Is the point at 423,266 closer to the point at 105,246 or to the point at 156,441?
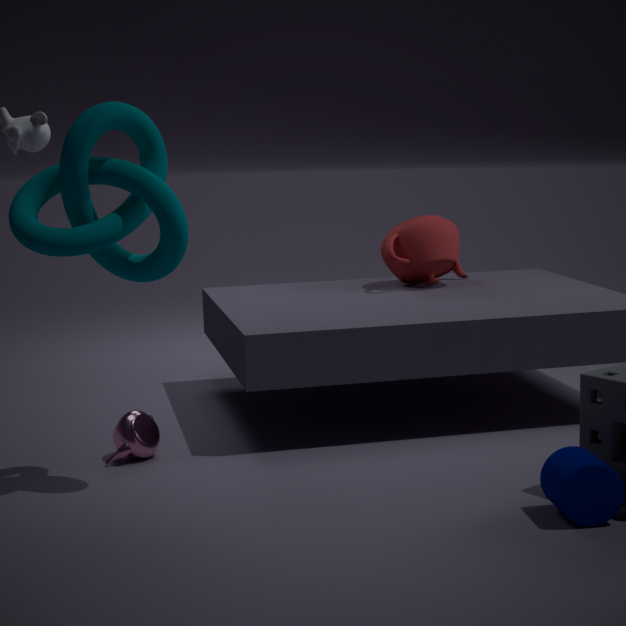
the point at 156,441
